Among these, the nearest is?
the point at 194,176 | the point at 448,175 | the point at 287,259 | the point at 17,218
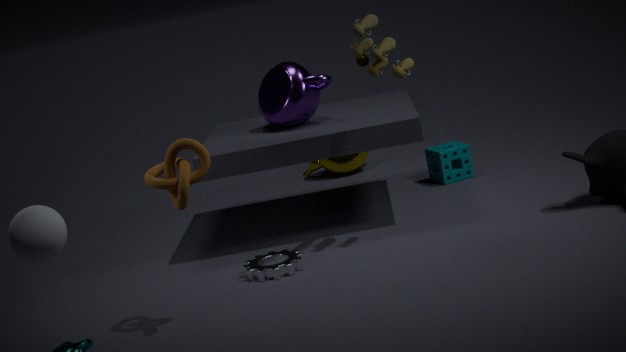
the point at 17,218
